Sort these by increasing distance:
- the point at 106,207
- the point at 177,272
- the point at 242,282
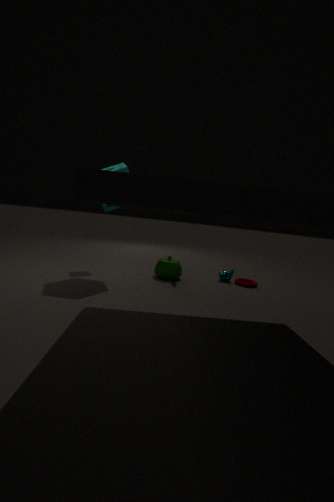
1. the point at 106,207
2. the point at 177,272
3. the point at 242,282
